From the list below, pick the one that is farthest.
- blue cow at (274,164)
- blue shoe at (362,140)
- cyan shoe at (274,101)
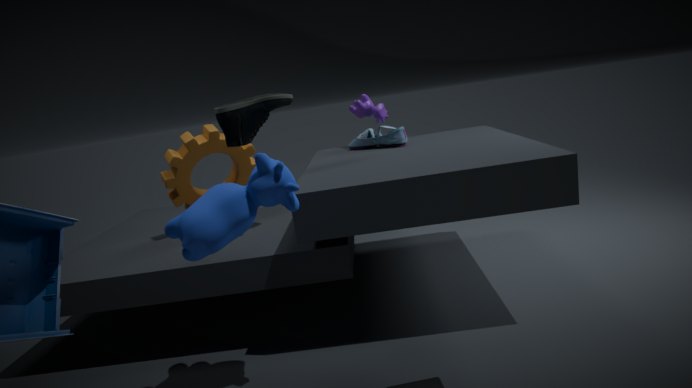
blue shoe at (362,140)
